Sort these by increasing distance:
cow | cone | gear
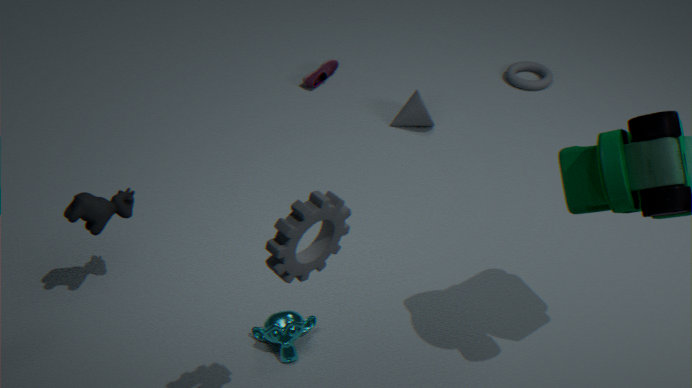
1. gear
2. cow
3. cone
